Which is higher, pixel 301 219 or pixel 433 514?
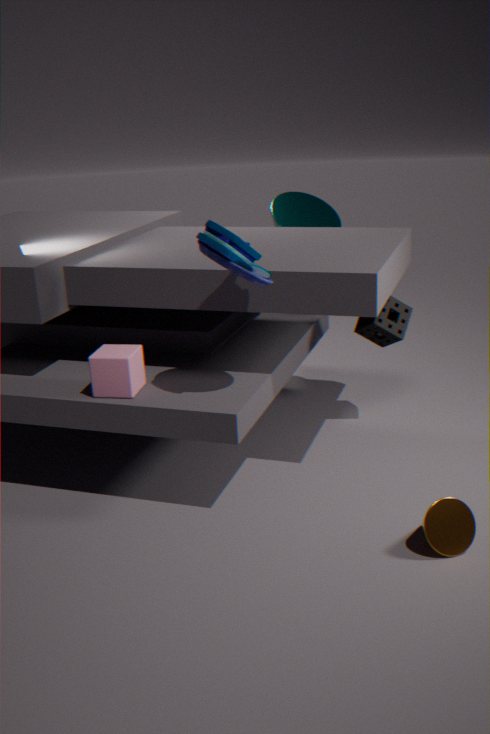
pixel 301 219
